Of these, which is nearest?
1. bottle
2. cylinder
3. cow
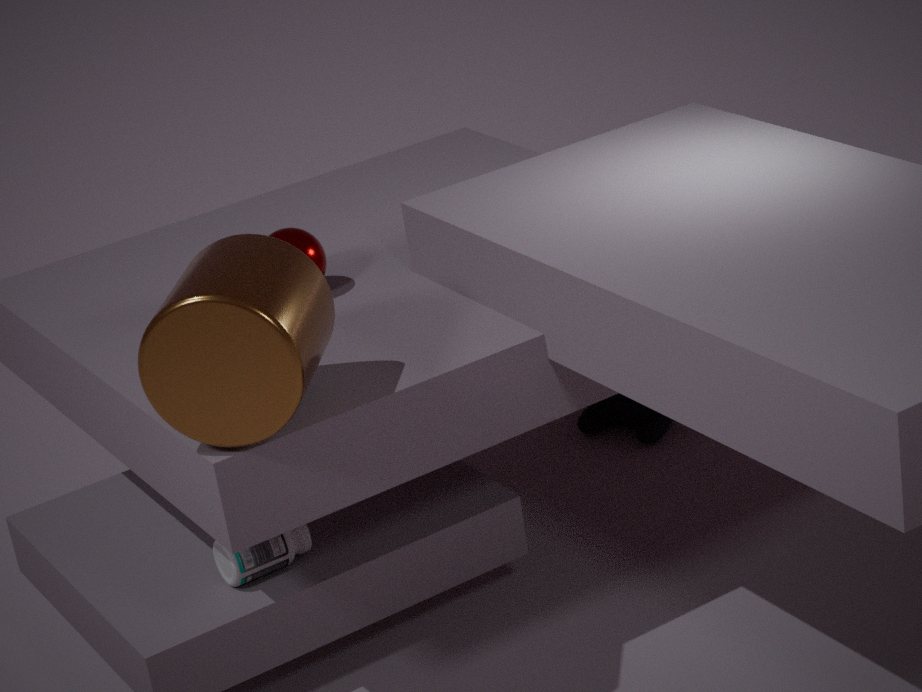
cylinder
